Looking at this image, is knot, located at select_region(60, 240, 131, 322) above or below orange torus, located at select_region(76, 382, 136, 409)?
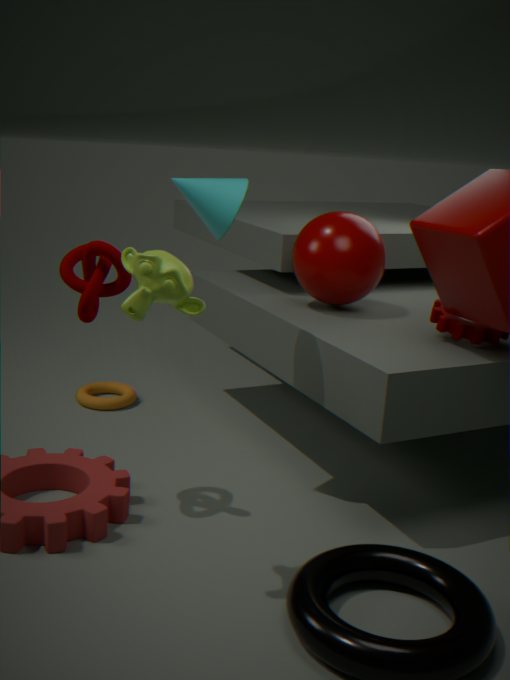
above
